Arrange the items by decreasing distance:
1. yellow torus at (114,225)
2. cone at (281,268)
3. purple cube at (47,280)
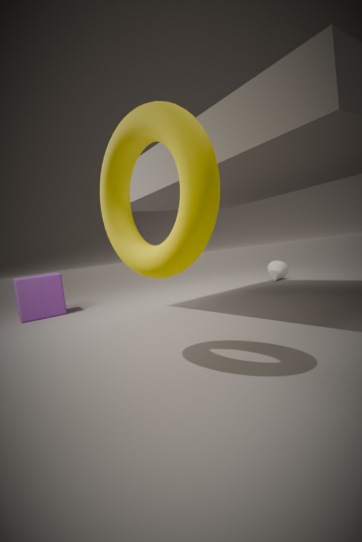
cone at (281,268) → purple cube at (47,280) → yellow torus at (114,225)
